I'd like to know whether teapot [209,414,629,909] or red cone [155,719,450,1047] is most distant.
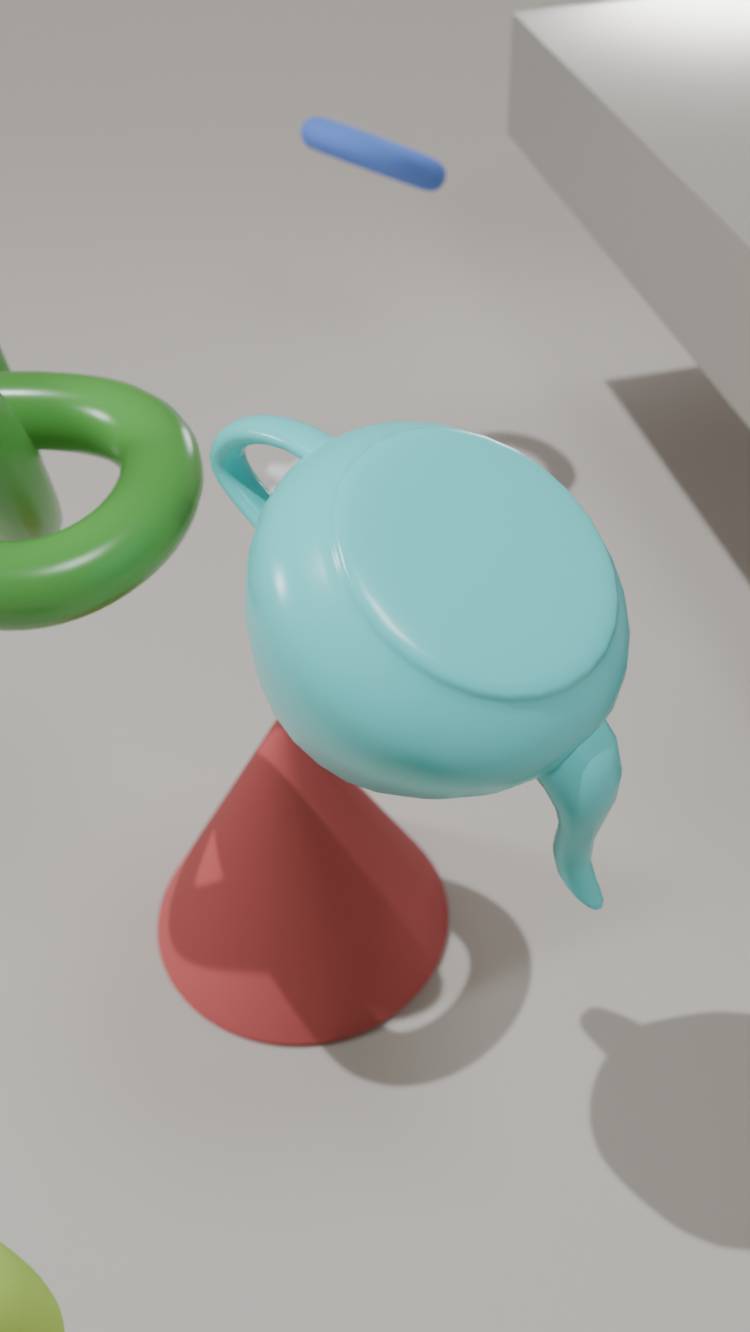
red cone [155,719,450,1047]
